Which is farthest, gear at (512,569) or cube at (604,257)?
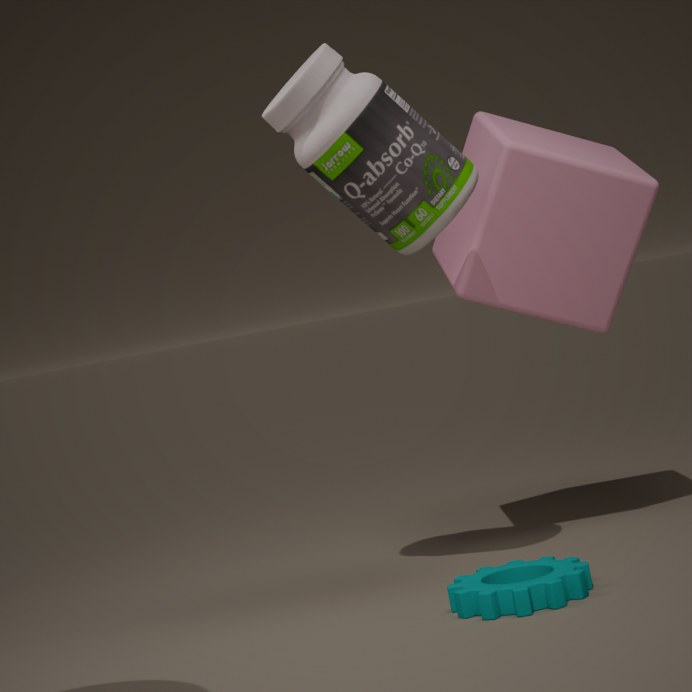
cube at (604,257)
